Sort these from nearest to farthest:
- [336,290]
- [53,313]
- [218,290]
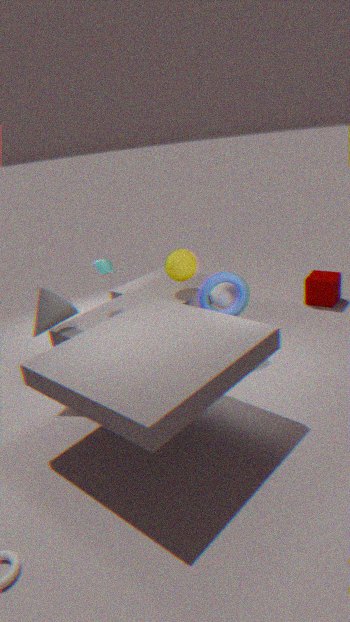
[53,313]
[218,290]
[336,290]
